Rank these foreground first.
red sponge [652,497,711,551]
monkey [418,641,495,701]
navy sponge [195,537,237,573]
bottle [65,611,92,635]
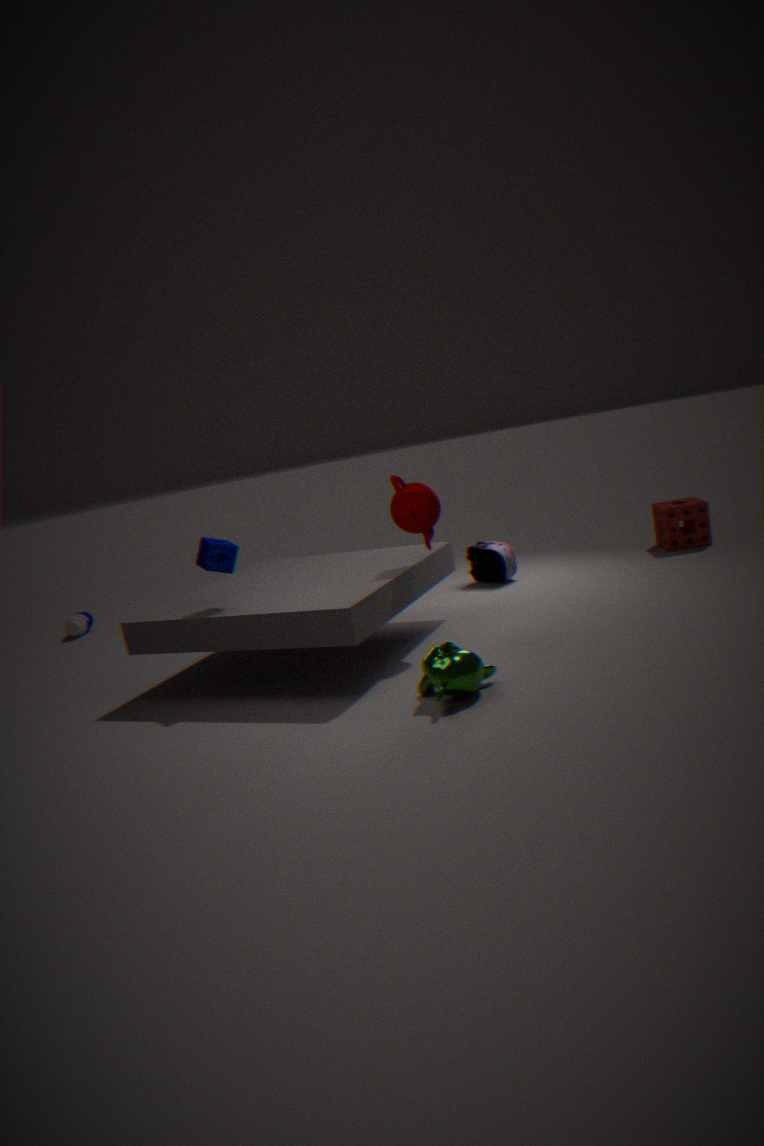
1. monkey [418,641,495,701]
2. navy sponge [195,537,237,573]
3. red sponge [652,497,711,551]
4. bottle [65,611,92,635]
